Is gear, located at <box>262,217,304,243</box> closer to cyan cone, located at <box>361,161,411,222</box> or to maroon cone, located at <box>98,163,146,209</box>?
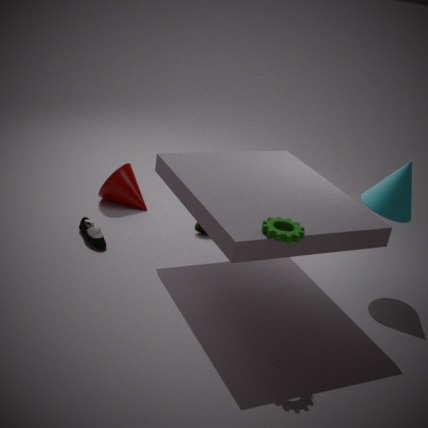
cyan cone, located at <box>361,161,411,222</box>
